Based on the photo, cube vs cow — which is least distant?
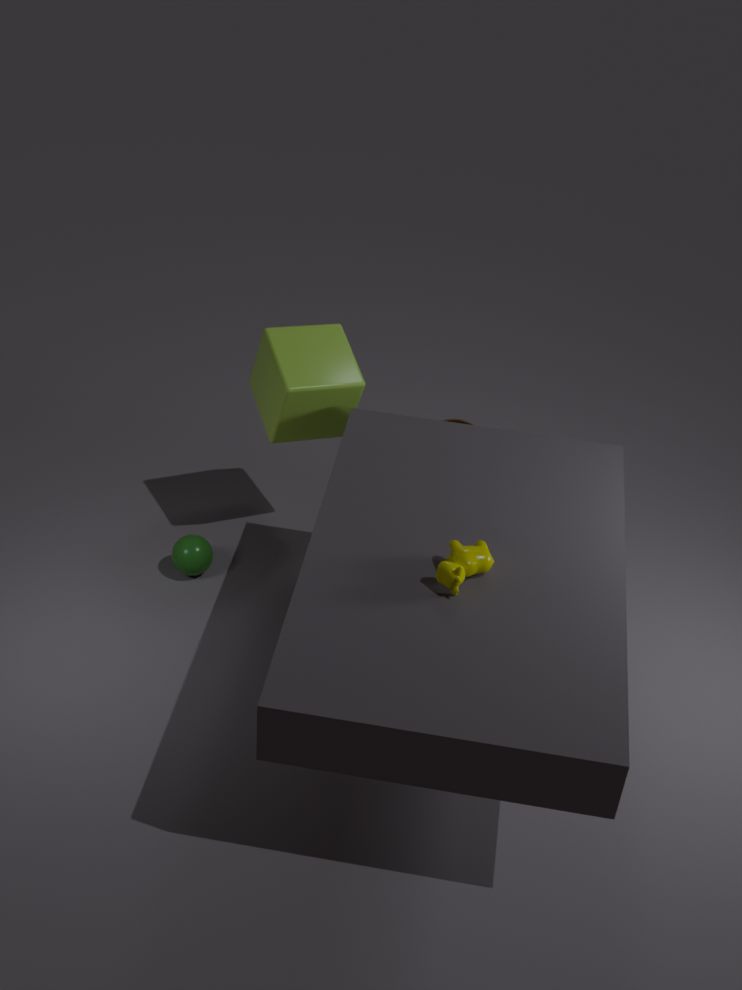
cow
